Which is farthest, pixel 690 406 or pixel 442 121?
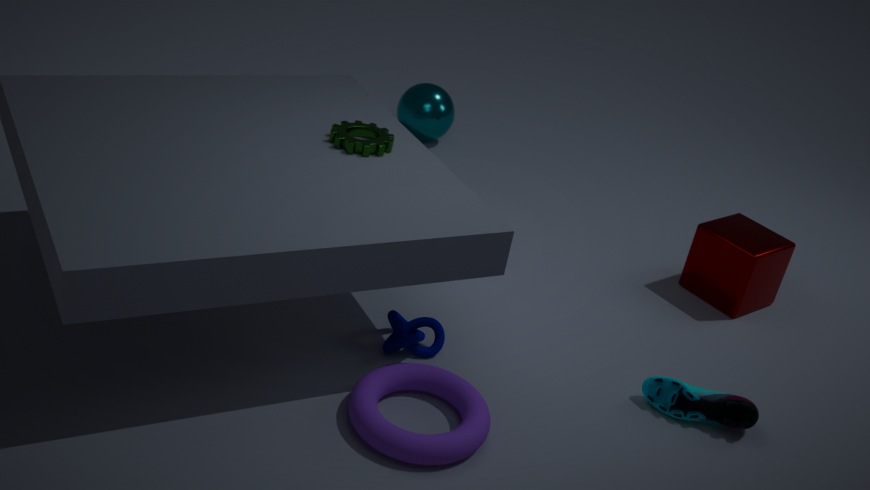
pixel 442 121
